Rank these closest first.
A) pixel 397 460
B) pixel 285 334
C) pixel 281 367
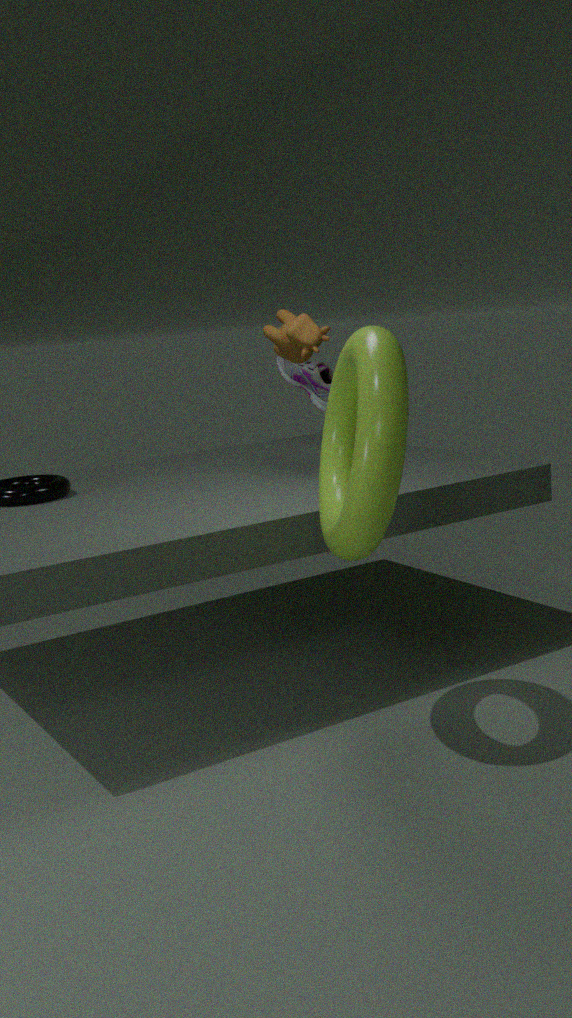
pixel 397 460 < pixel 285 334 < pixel 281 367
